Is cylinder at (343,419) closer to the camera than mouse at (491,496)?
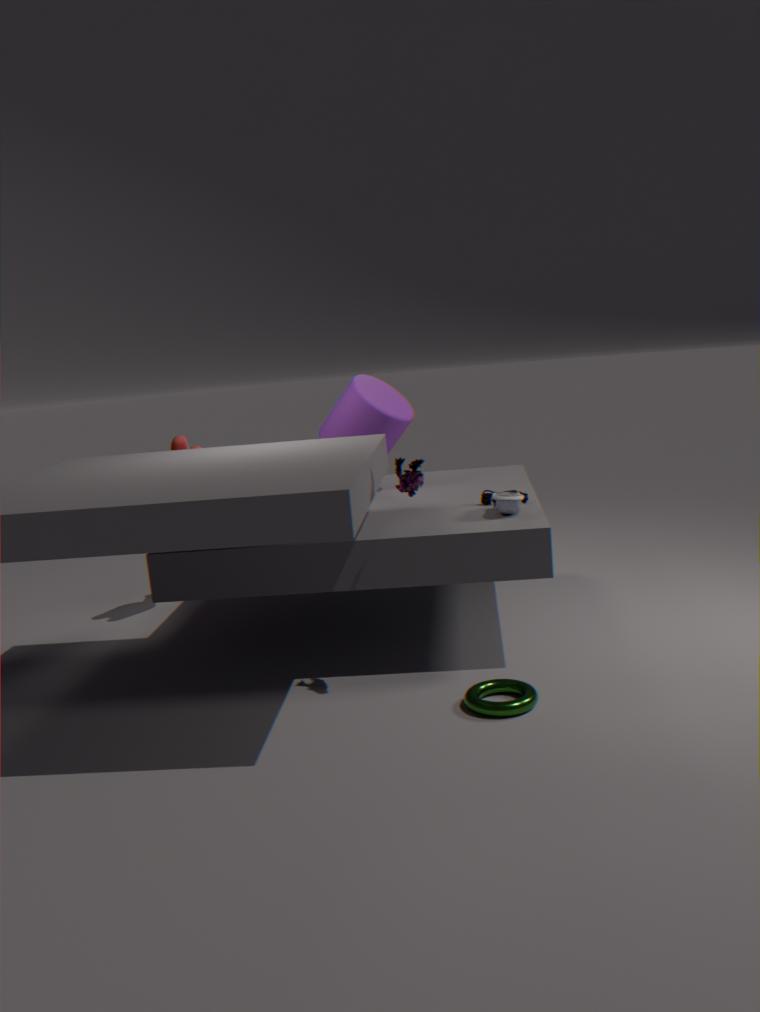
No
